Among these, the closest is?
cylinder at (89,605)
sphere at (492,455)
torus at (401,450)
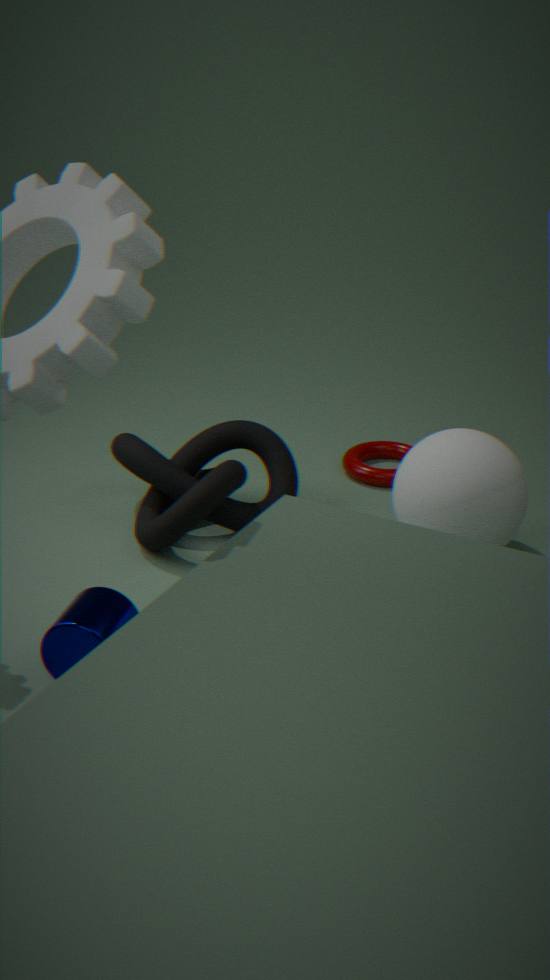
cylinder at (89,605)
